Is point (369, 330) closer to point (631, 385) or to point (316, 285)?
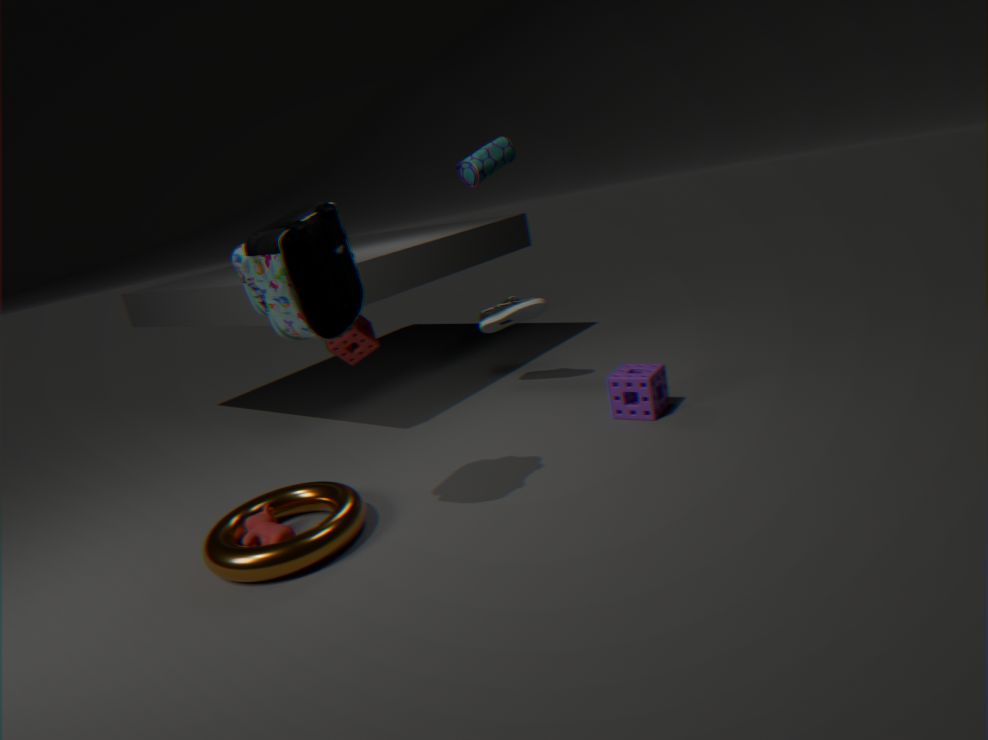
point (316, 285)
